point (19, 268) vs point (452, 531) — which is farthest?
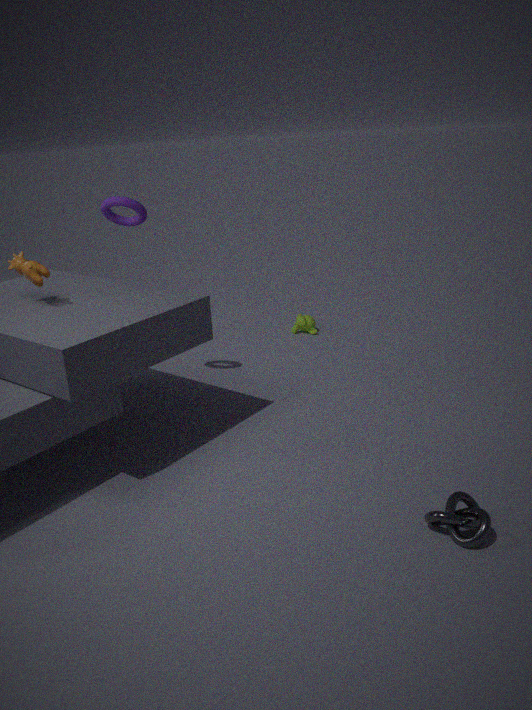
point (19, 268)
